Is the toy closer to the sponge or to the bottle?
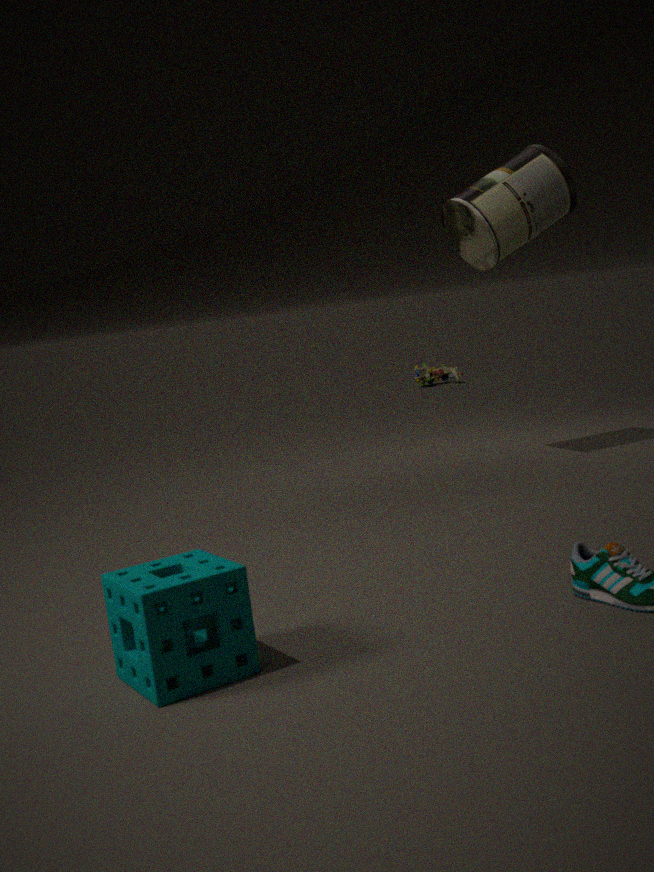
the bottle
